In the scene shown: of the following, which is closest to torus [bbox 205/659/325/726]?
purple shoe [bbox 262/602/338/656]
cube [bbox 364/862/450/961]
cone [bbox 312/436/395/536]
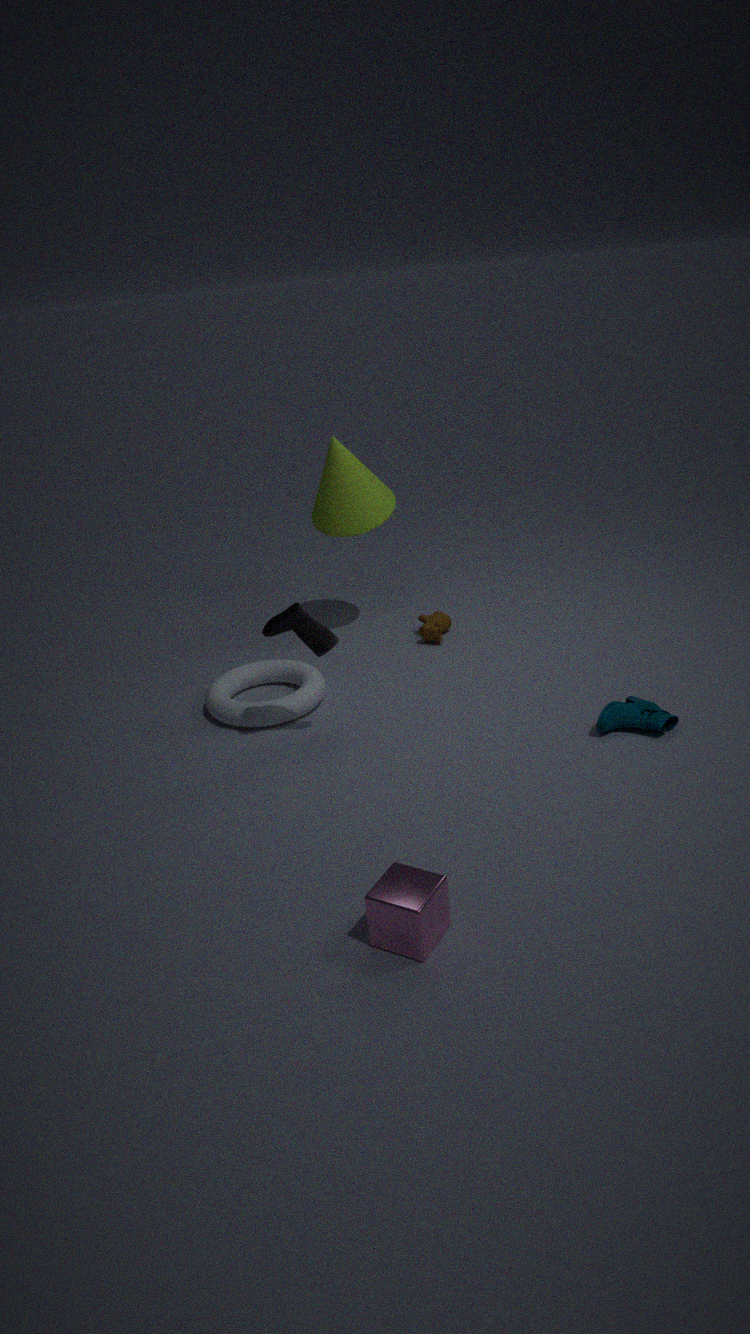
purple shoe [bbox 262/602/338/656]
